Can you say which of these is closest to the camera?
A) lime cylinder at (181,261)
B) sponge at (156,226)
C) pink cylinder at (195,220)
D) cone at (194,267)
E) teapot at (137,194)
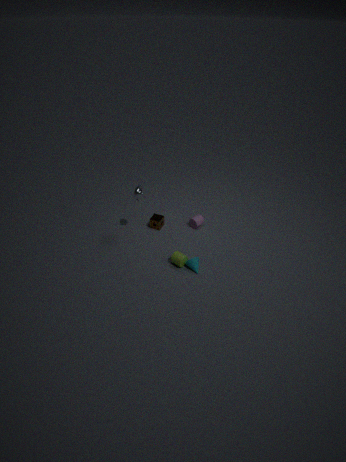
cone at (194,267)
